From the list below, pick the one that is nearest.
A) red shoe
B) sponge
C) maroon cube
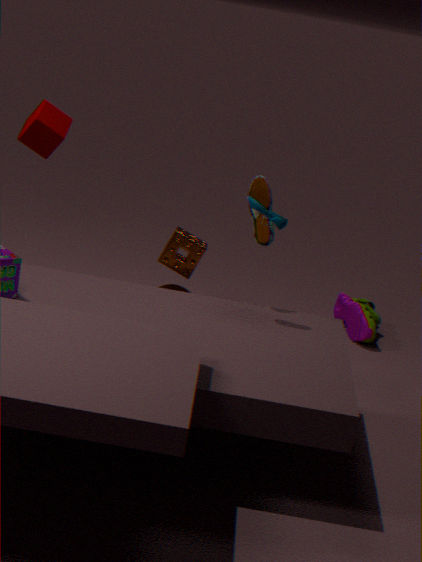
maroon cube
